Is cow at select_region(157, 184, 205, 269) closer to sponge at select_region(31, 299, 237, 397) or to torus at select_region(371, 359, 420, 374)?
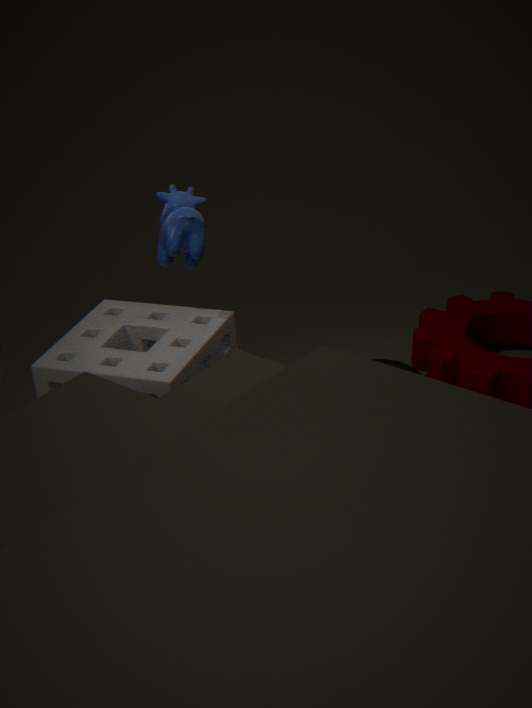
sponge at select_region(31, 299, 237, 397)
